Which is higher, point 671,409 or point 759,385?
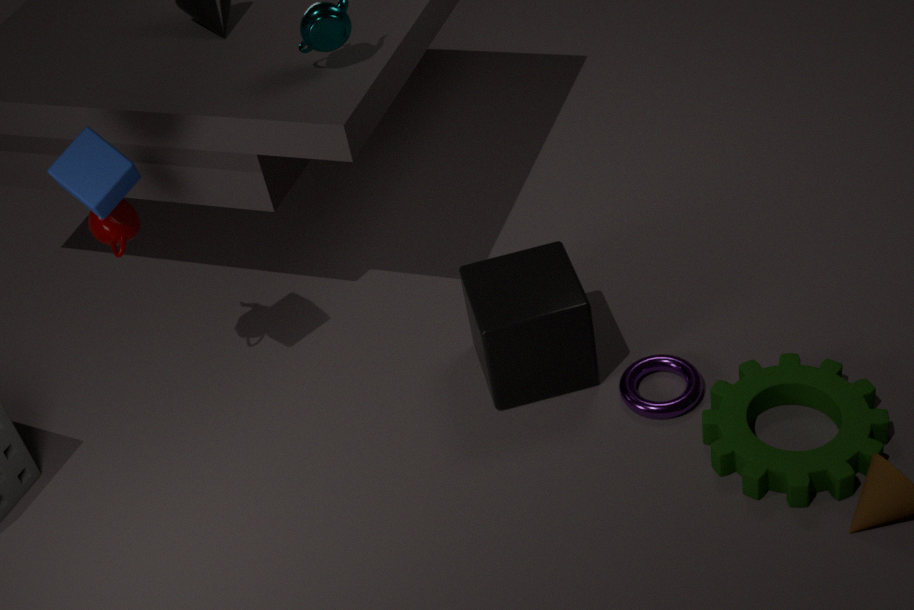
point 759,385
